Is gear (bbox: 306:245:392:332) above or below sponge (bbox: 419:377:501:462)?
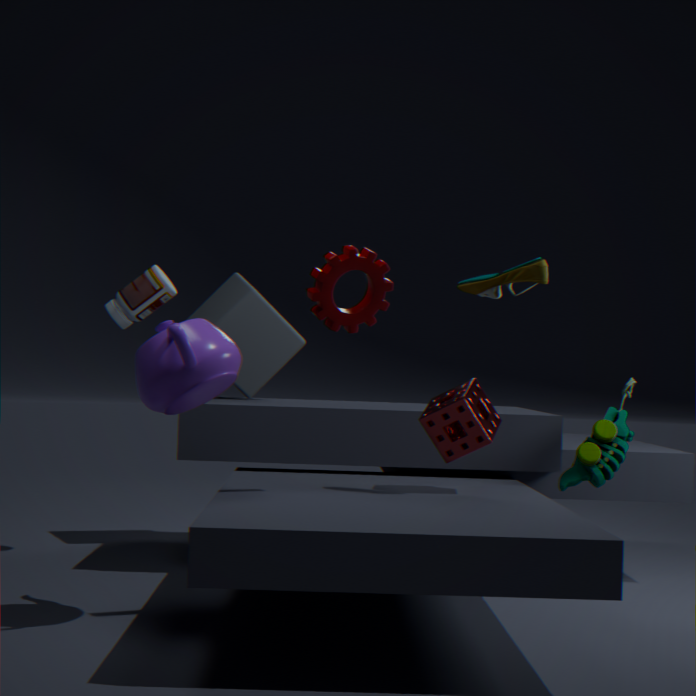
above
